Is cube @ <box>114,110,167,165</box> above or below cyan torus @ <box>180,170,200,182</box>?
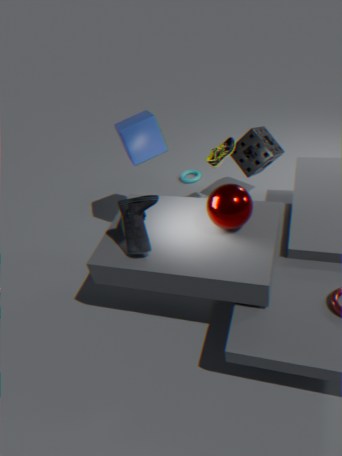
above
